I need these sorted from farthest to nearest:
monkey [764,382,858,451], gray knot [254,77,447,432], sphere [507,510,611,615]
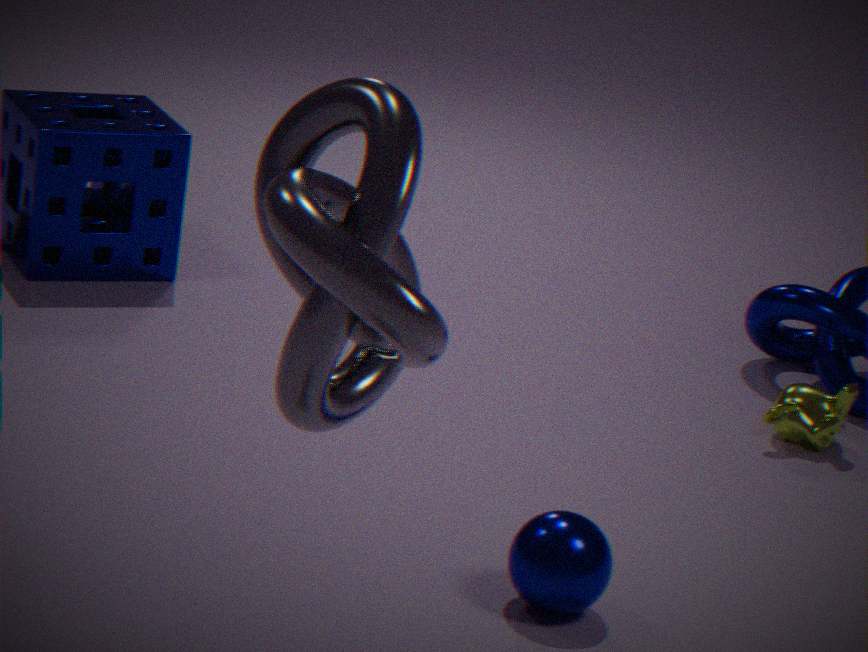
monkey [764,382,858,451]
sphere [507,510,611,615]
gray knot [254,77,447,432]
